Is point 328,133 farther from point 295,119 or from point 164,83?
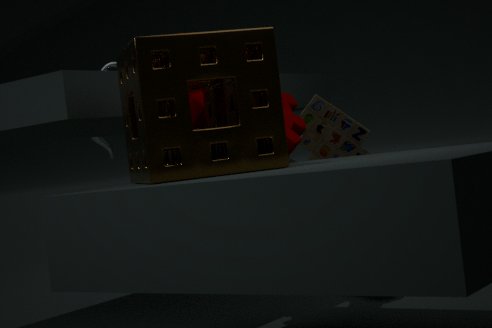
point 164,83
